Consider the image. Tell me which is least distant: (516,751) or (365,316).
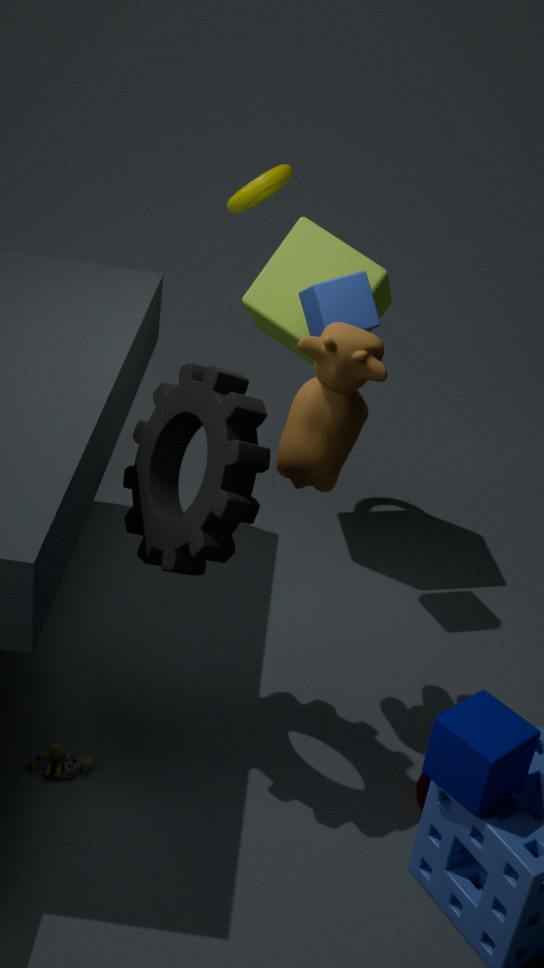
(516,751)
